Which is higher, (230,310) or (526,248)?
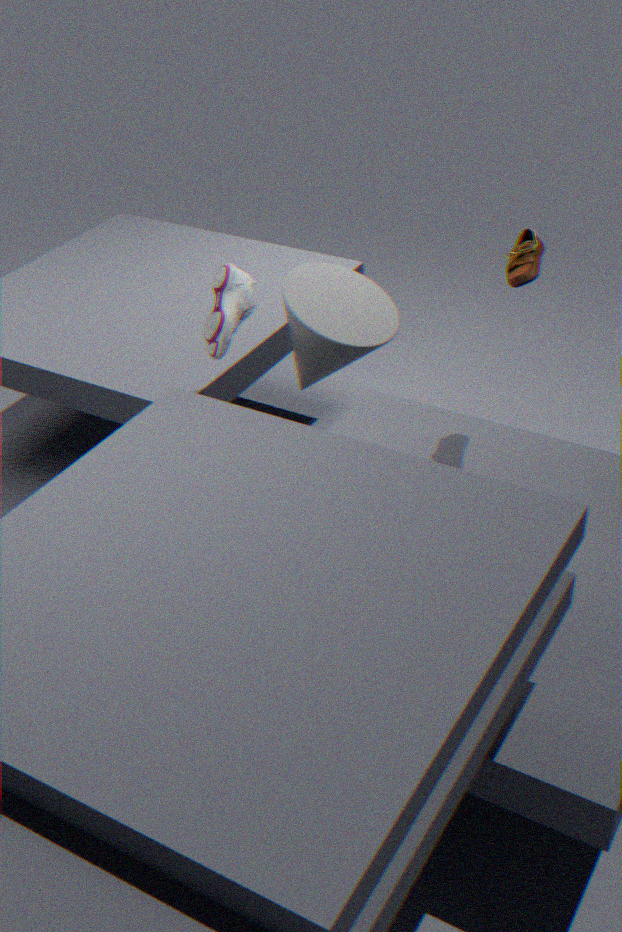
(526,248)
